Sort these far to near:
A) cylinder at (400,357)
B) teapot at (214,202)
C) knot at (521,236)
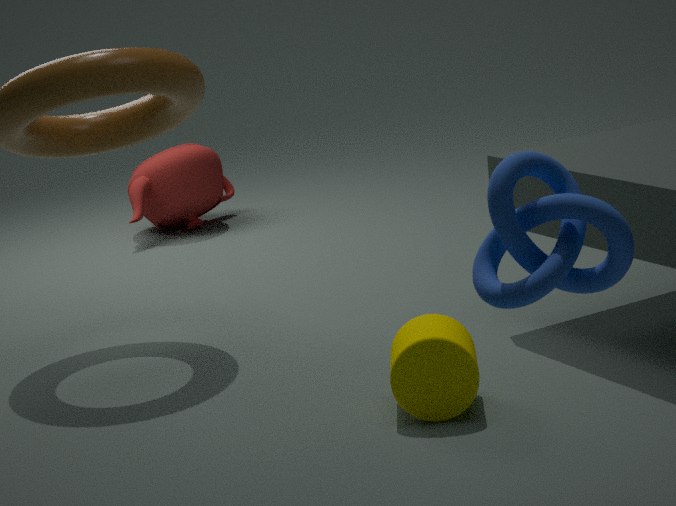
teapot at (214,202)
cylinder at (400,357)
knot at (521,236)
